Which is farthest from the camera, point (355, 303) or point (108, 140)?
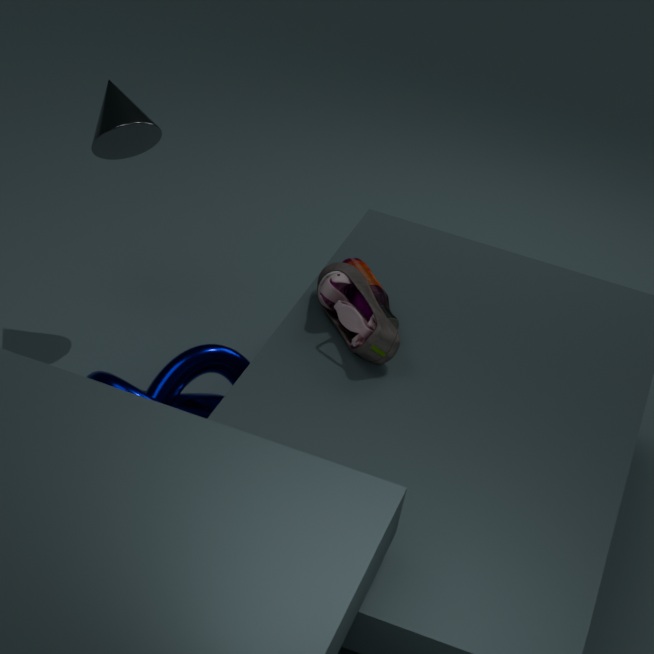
point (108, 140)
